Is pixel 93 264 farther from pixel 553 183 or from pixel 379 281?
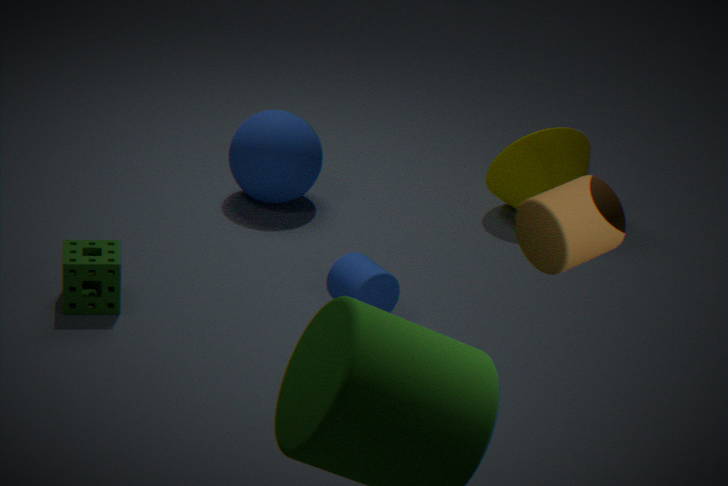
pixel 553 183
